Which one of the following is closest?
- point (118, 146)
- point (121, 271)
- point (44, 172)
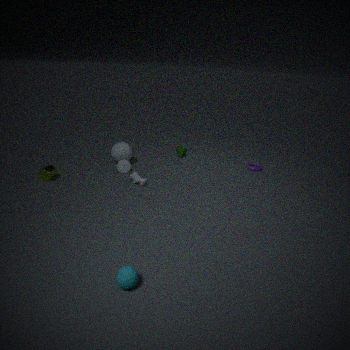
point (121, 271)
